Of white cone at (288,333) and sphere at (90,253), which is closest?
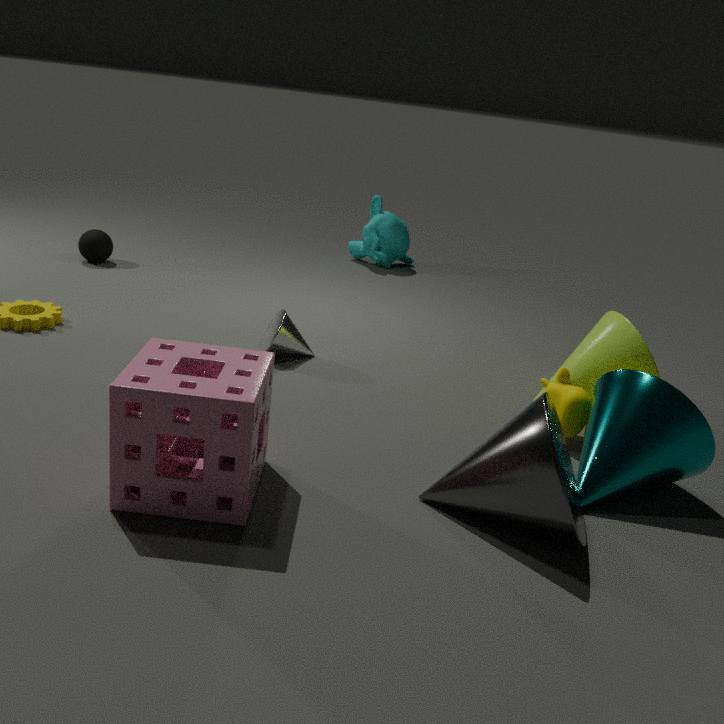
white cone at (288,333)
